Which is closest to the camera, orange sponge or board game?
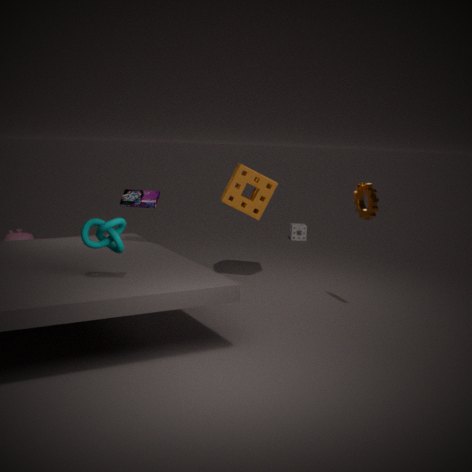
board game
